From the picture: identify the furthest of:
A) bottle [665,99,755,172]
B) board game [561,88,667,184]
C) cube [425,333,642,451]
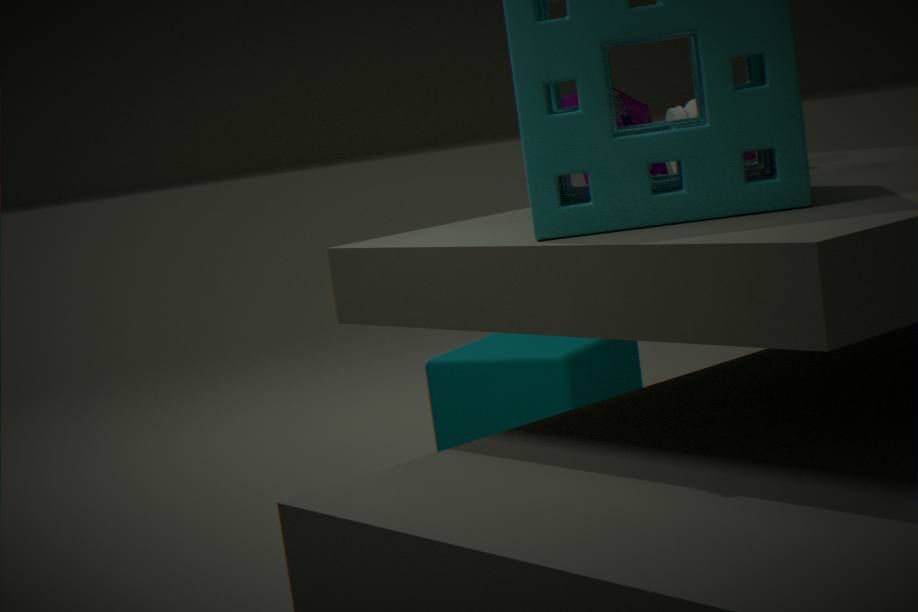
board game [561,88,667,184]
